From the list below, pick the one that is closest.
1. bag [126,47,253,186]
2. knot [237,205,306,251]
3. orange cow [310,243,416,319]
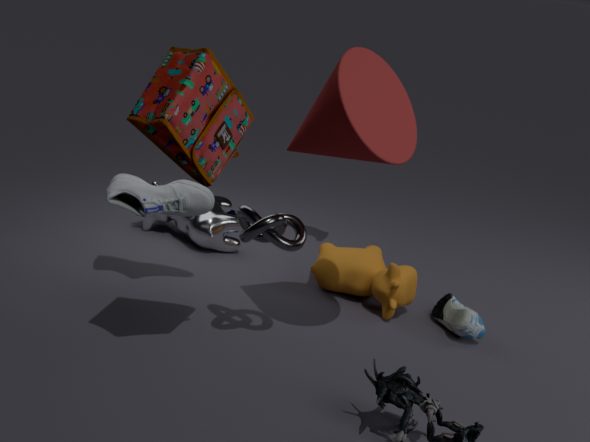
bag [126,47,253,186]
